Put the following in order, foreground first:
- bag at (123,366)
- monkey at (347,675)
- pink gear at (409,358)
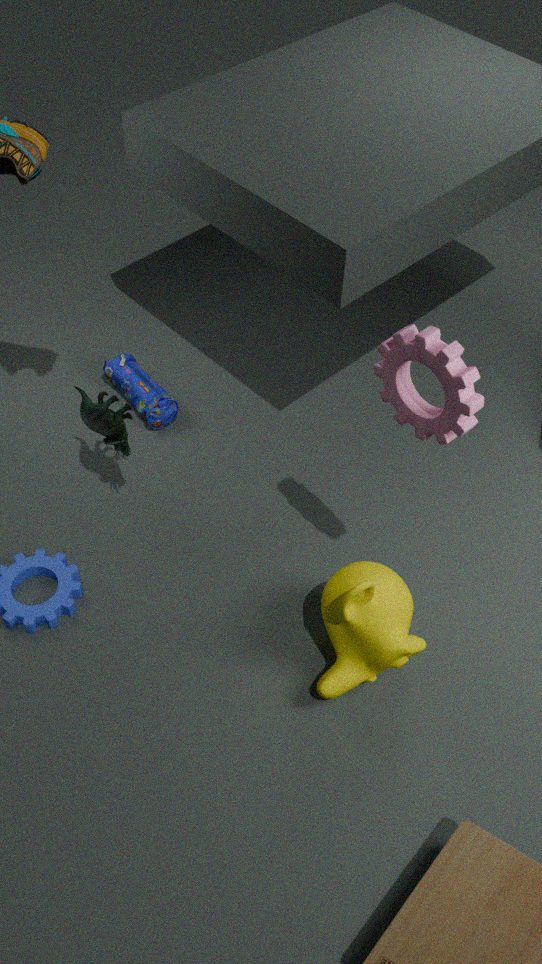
pink gear at (409,358)
monkey at (347,675)
bag at (123,366)
